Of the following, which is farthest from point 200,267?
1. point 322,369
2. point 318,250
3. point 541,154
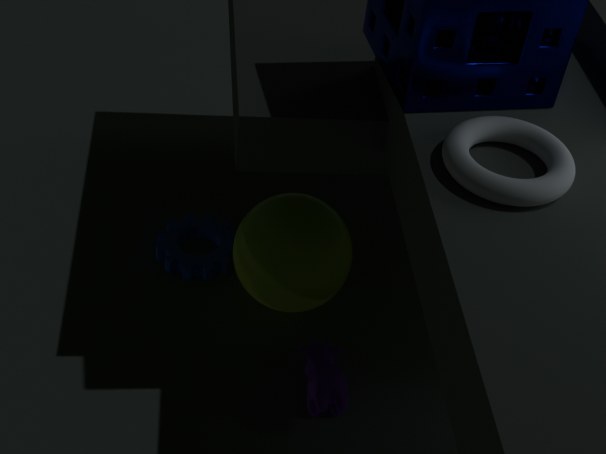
point 541,154
